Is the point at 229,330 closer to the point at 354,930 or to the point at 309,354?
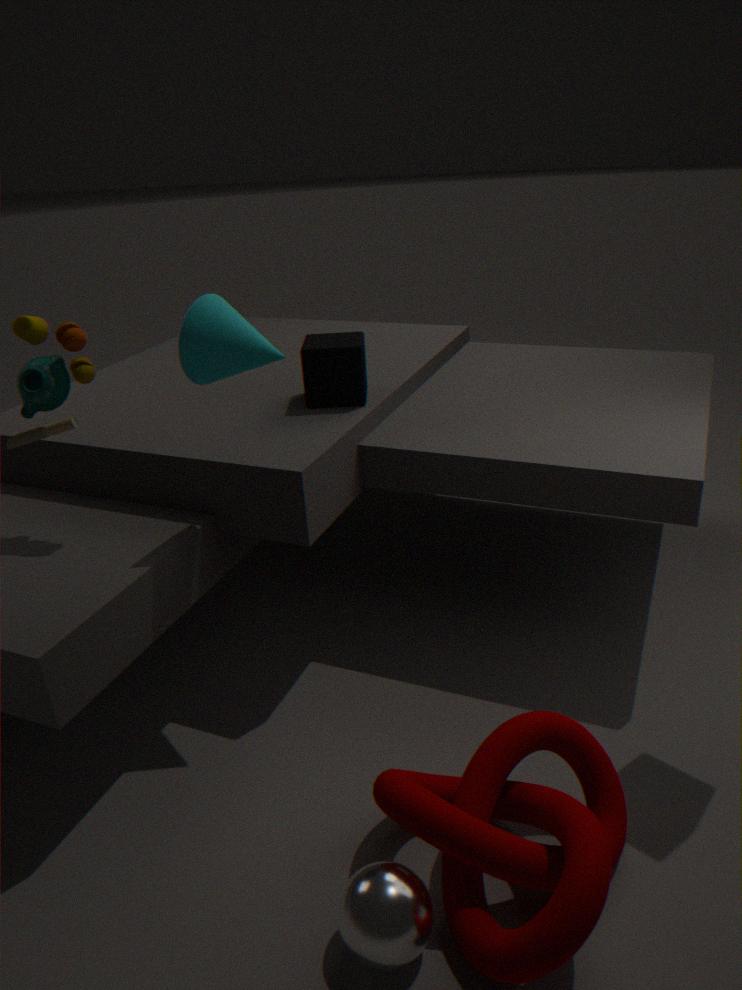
the point at 309,354
